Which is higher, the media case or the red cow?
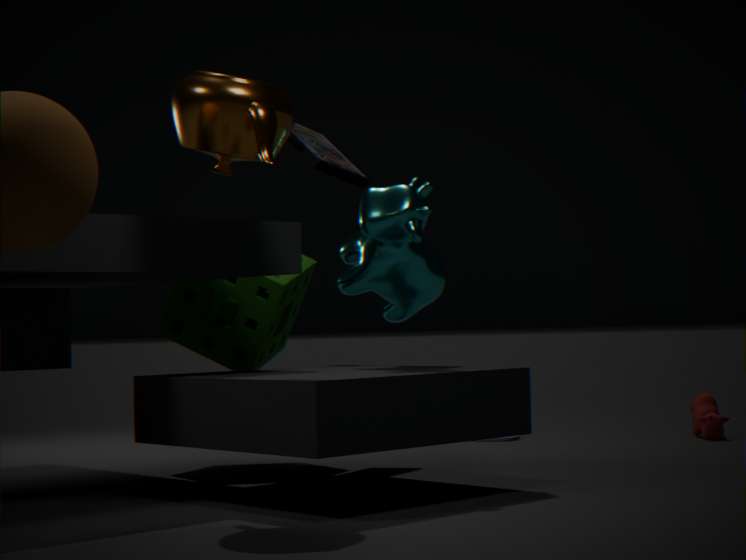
the media case
